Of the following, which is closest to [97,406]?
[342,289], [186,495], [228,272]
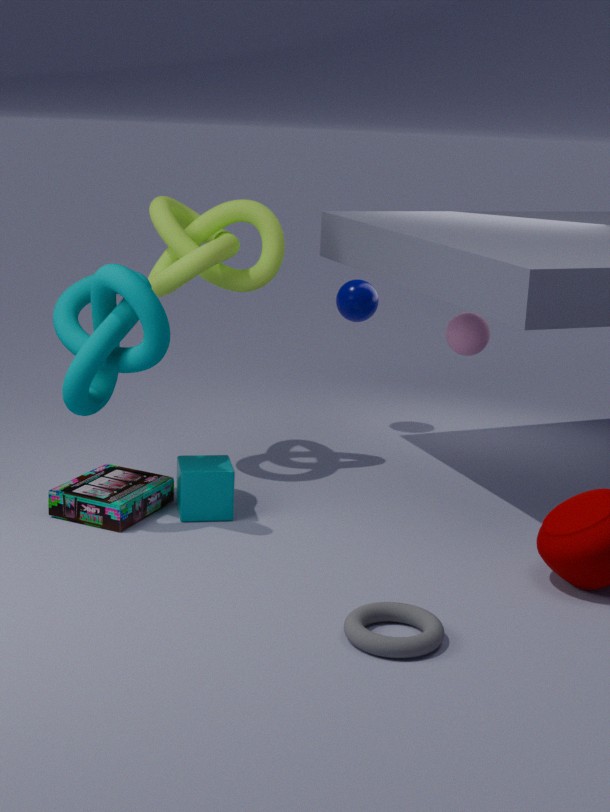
[186,495]
